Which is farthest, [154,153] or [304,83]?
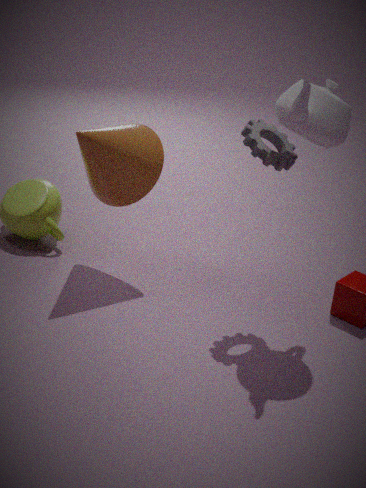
[154,153]
